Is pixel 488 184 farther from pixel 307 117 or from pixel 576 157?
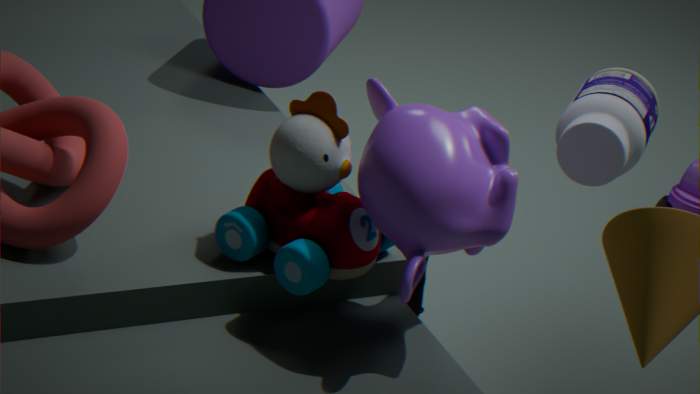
pixel 576 157
